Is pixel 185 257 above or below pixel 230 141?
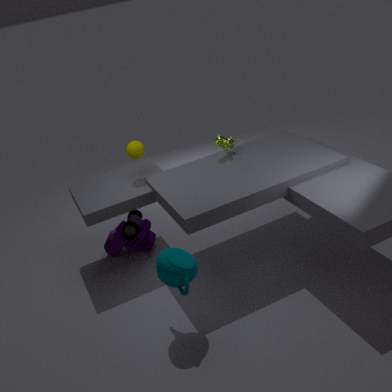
below
